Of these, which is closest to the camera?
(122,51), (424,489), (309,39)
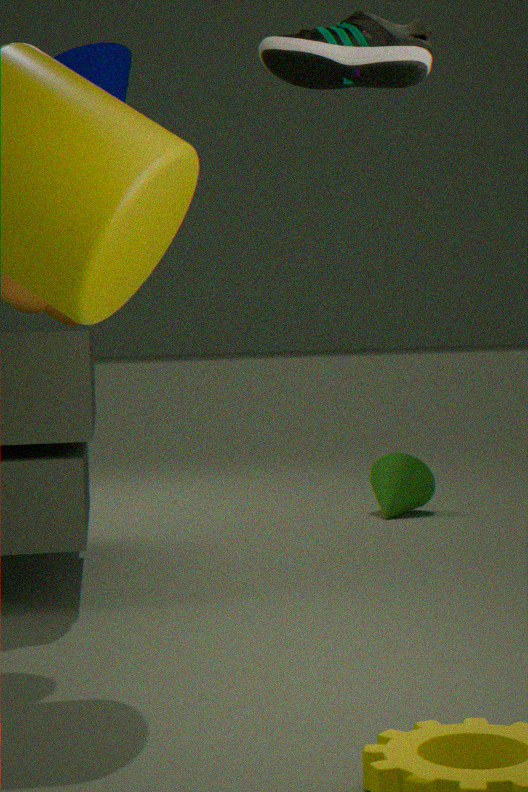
(309,39)
